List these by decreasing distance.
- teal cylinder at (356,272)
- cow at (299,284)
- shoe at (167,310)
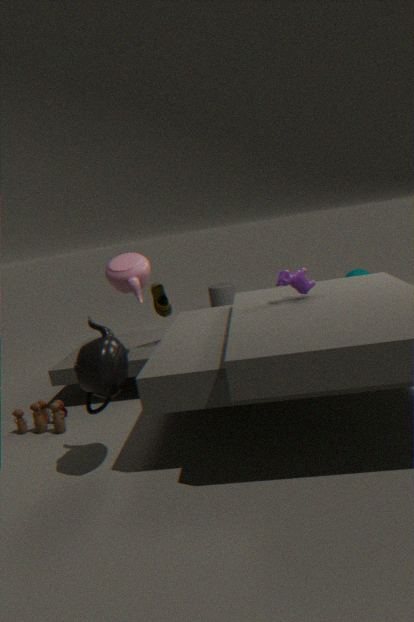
teal cylinder at (356,272) < shoe at (167,310) < cow at (299,284)
